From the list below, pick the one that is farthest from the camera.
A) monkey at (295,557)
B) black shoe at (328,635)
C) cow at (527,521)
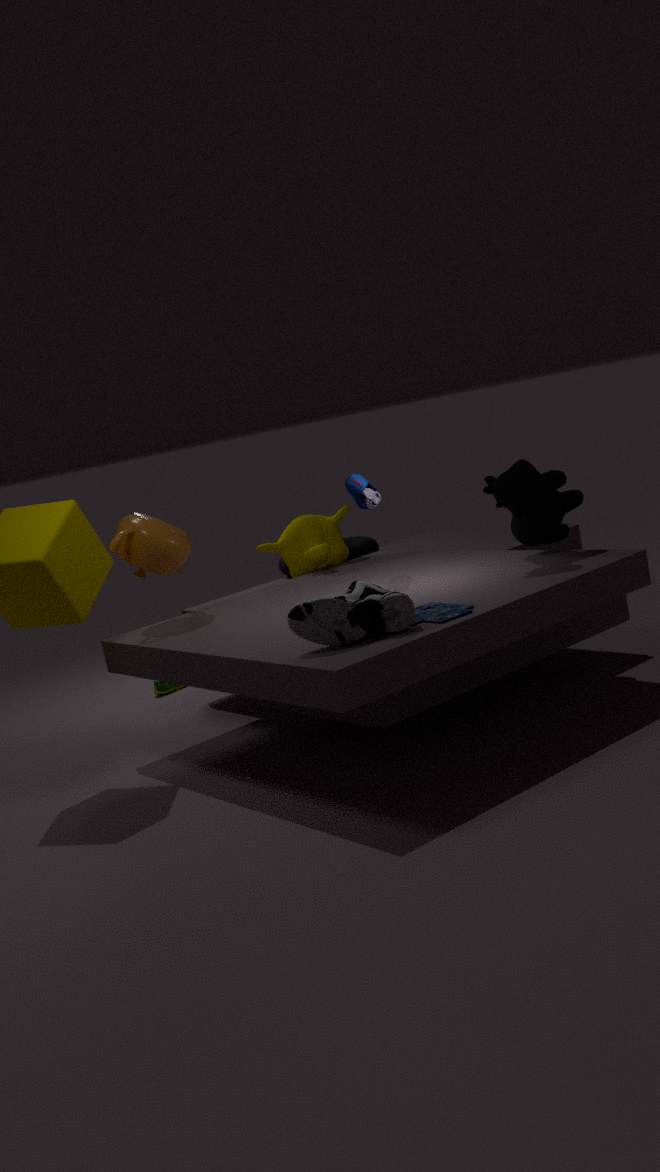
monkey at (295,557)
